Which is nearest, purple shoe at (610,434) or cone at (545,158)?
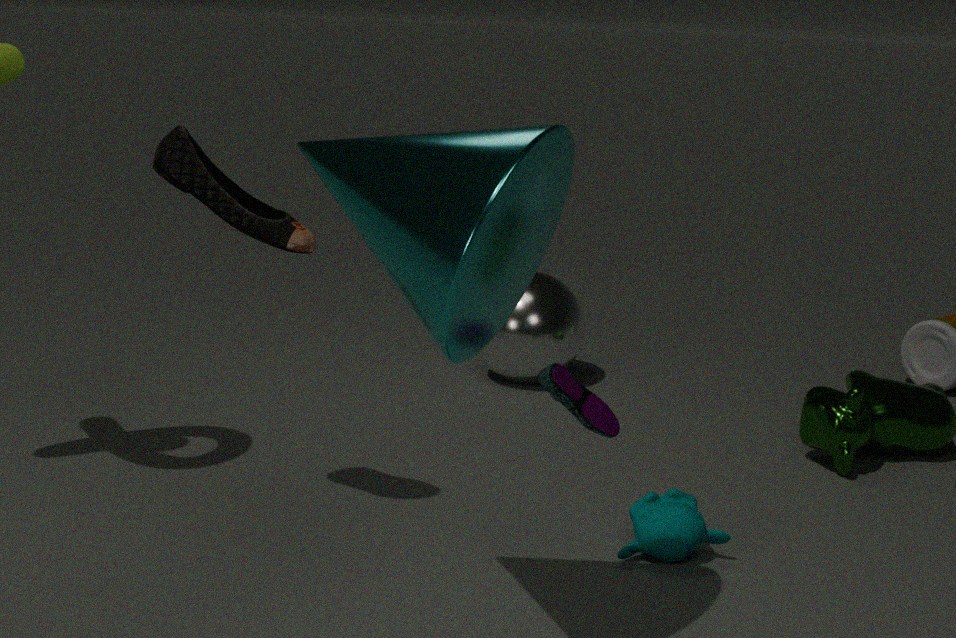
cone at (545,158)
